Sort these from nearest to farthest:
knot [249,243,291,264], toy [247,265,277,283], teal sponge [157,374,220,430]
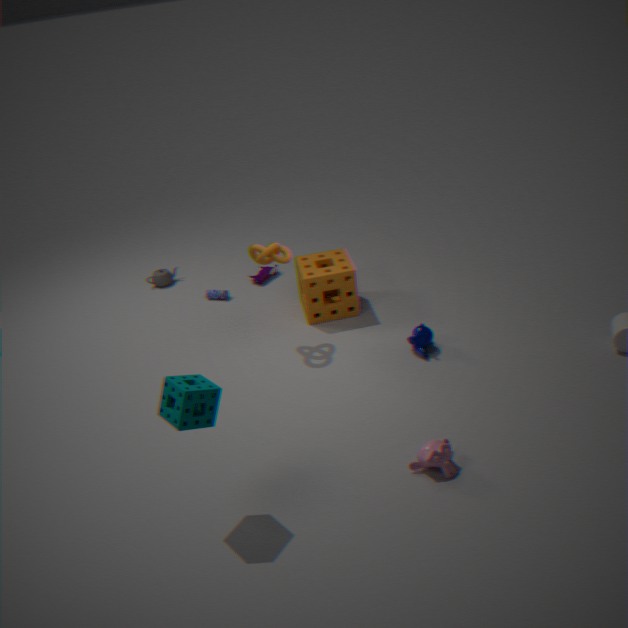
teal sponge [157,374,220,430]
knot [249,243,291,264]
toy [247,265,277,283]
